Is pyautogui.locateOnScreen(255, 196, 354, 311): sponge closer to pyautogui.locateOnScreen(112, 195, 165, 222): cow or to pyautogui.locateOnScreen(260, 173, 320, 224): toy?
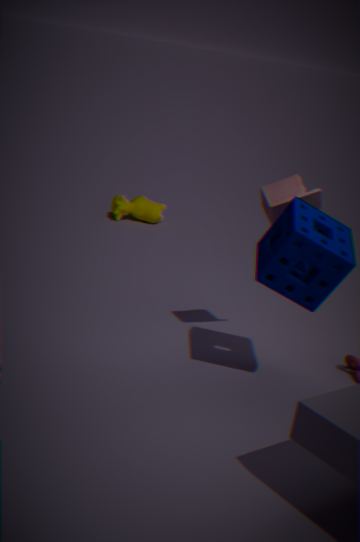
pyautogui.locateOnScreen(260, 173, 320, 224): toy
